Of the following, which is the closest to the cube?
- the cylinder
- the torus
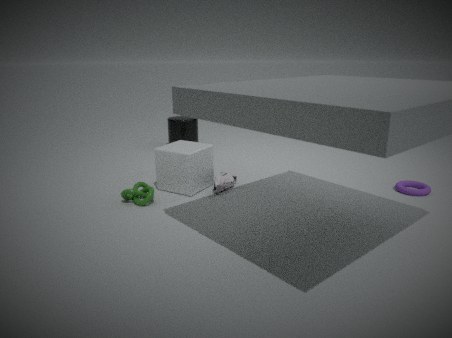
the cylinder
